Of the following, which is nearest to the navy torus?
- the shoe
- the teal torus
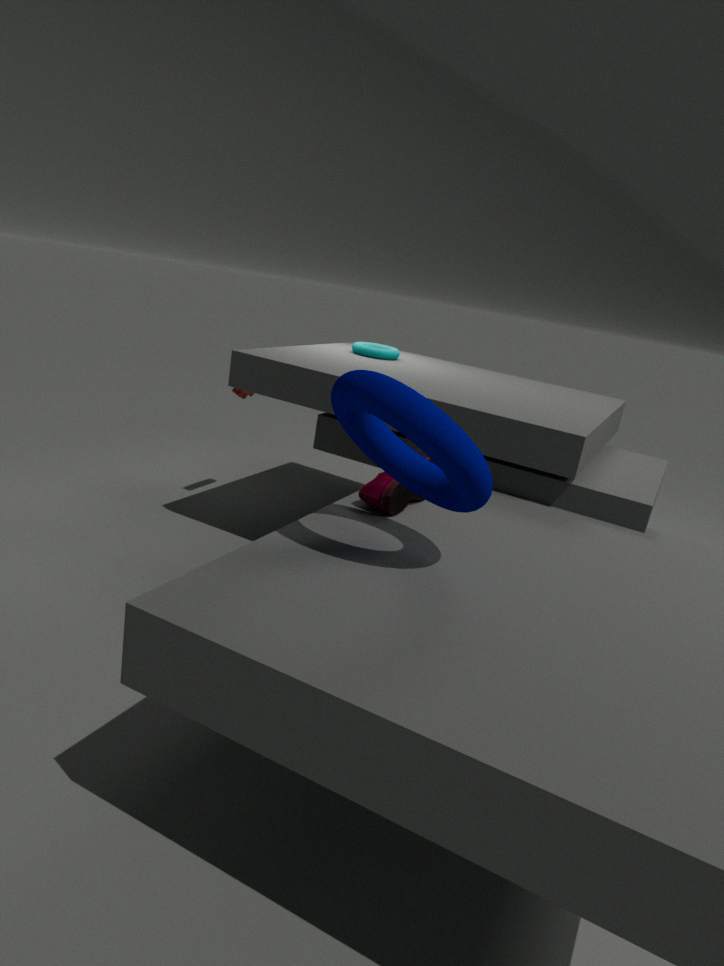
the shoe
